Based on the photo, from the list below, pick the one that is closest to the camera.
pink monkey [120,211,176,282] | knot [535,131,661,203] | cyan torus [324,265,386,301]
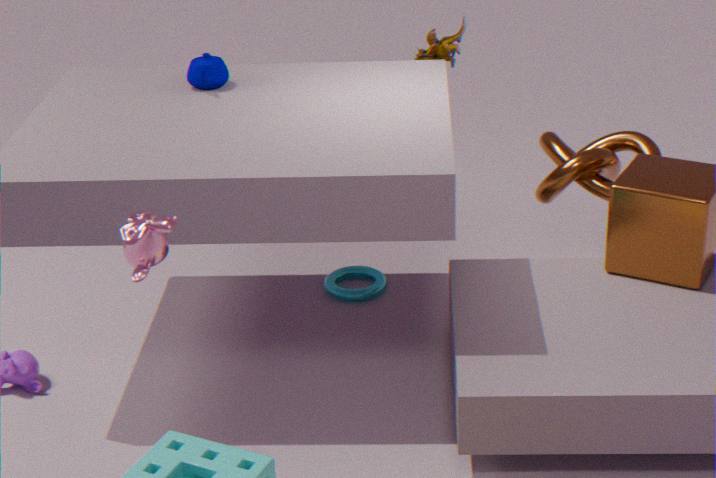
pink monkey [120,211,176,282]
